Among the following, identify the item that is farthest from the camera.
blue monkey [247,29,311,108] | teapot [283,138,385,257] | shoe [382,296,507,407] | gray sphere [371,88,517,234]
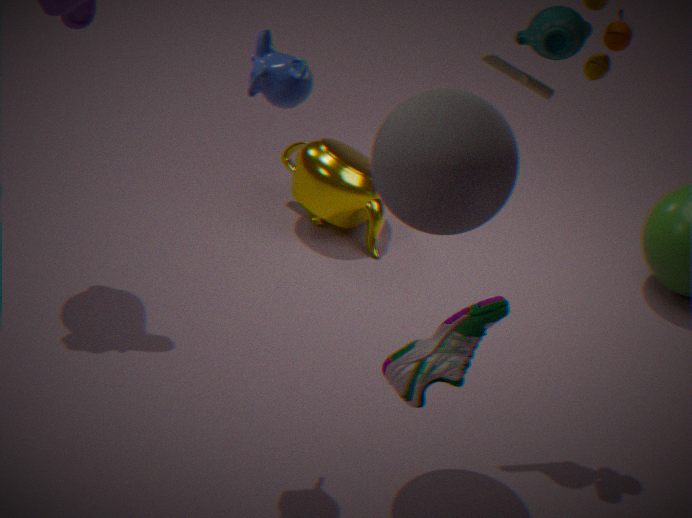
teapot [283,138,385,257]
